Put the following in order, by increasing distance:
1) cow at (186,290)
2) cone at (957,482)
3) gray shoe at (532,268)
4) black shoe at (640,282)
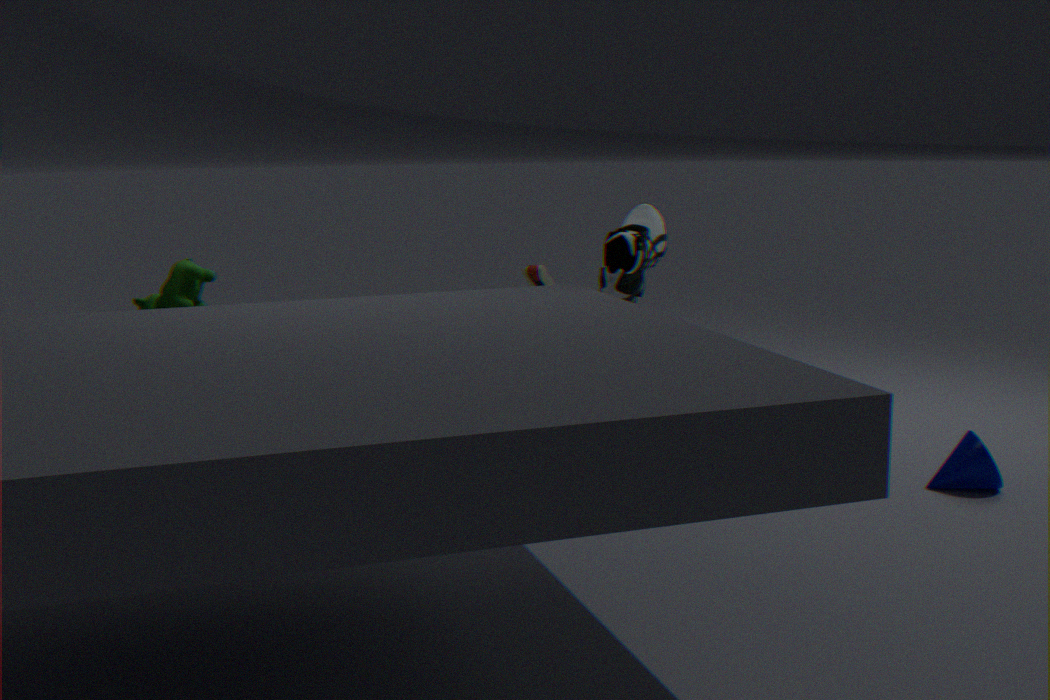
1. cow at (186,290) → 4. black shoe at (640,282) → 2. cone at (957,482) → 3. gray shoe at (532,268)
